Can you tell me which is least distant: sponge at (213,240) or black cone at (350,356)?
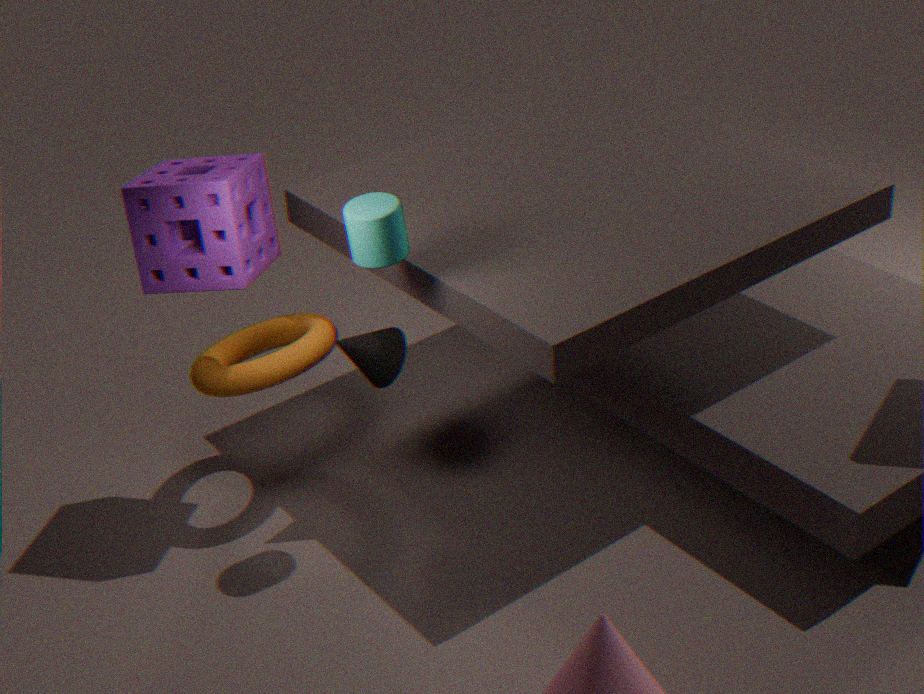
sponge at (213,240)
